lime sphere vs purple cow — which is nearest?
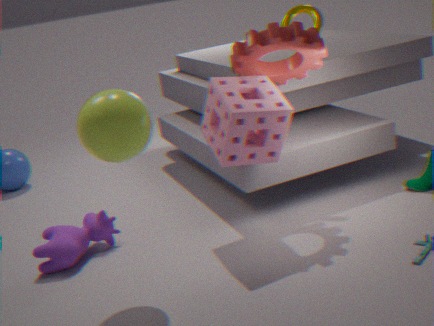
lime sphere
